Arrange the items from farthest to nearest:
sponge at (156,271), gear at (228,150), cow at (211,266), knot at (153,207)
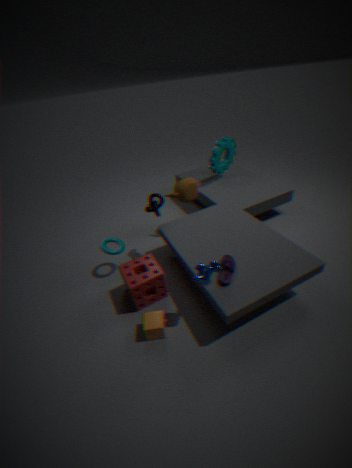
1. gear at (228,150)
2. knot at (153,207)
3. sponge at (156,271)
4. cow at (211,266)
